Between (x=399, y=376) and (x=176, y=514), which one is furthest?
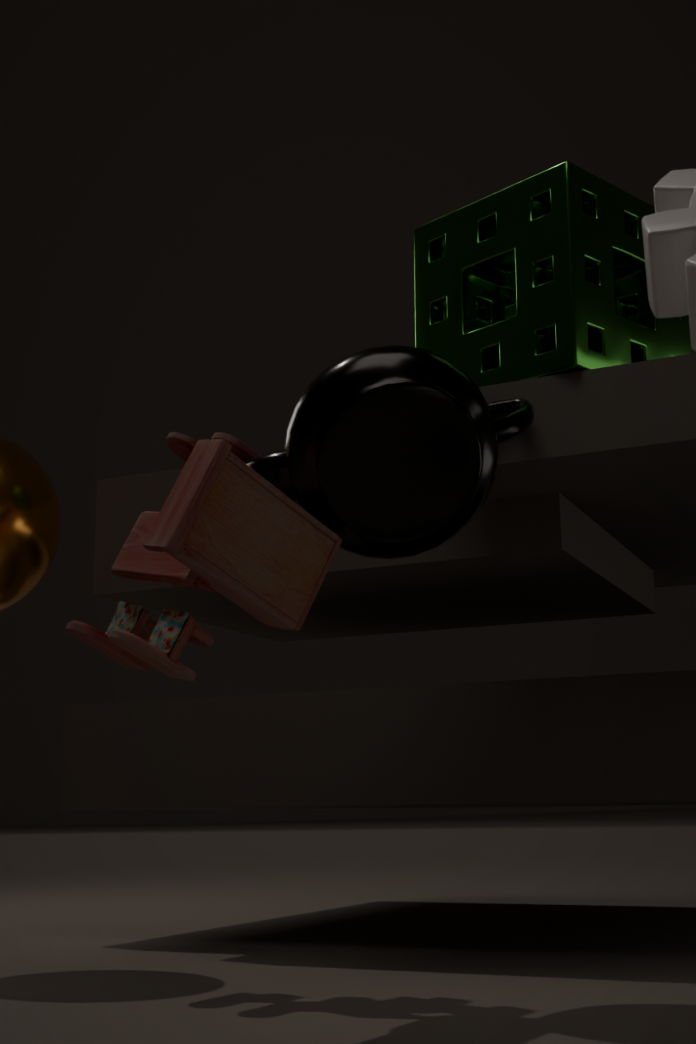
(x=399, y=376)
